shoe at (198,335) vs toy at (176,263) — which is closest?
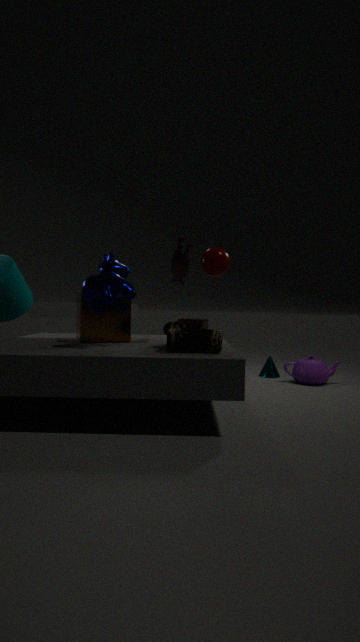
shoe at (198,335)
